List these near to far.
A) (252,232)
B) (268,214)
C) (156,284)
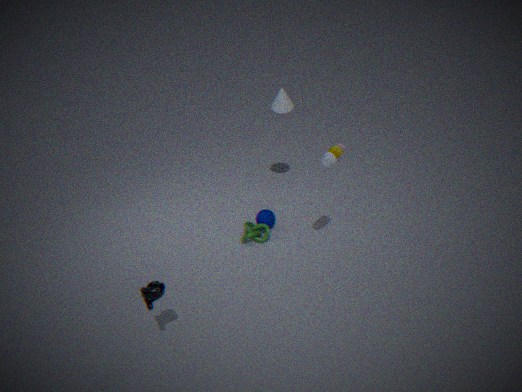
(156,284) → (252,232) → (268,214)
